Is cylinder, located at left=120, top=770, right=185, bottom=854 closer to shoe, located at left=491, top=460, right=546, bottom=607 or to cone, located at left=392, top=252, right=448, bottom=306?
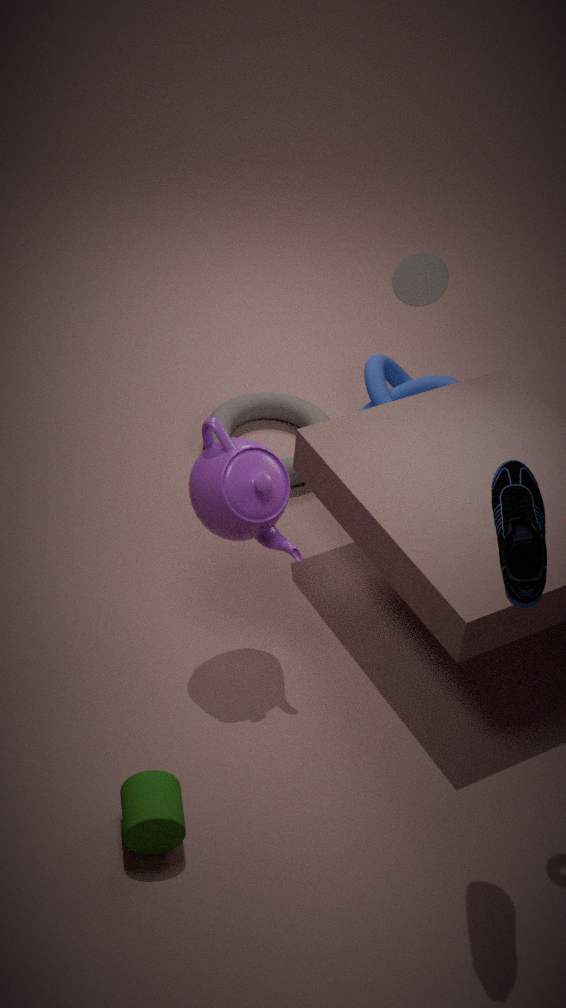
shoe, located at left=491, top=460, right=546, bottom=607
